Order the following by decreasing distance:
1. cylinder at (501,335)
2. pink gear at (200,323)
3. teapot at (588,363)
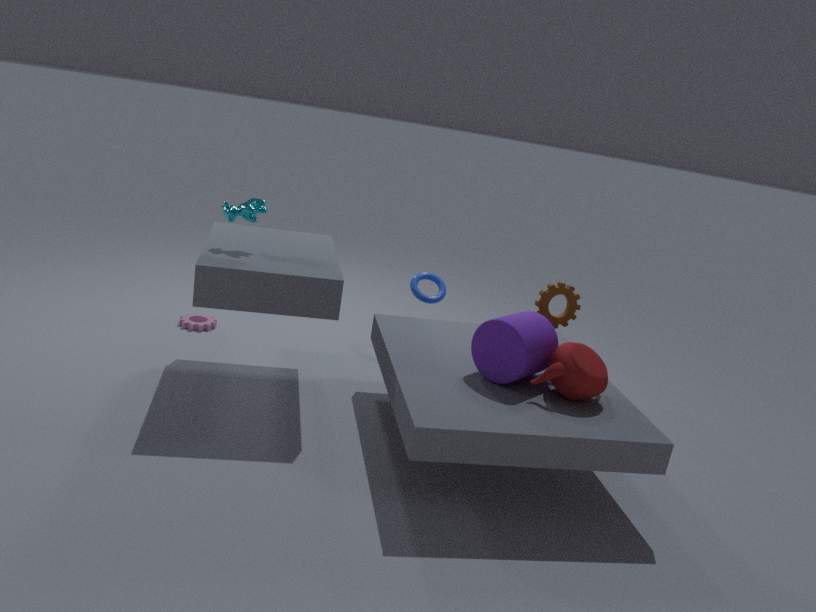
pink gear at (200,323) < cylinder at (501,335) < teapot at (588,363)
